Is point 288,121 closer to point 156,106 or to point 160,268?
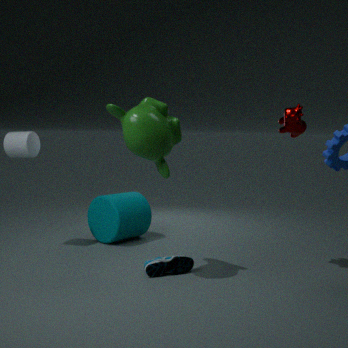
point 156,106
